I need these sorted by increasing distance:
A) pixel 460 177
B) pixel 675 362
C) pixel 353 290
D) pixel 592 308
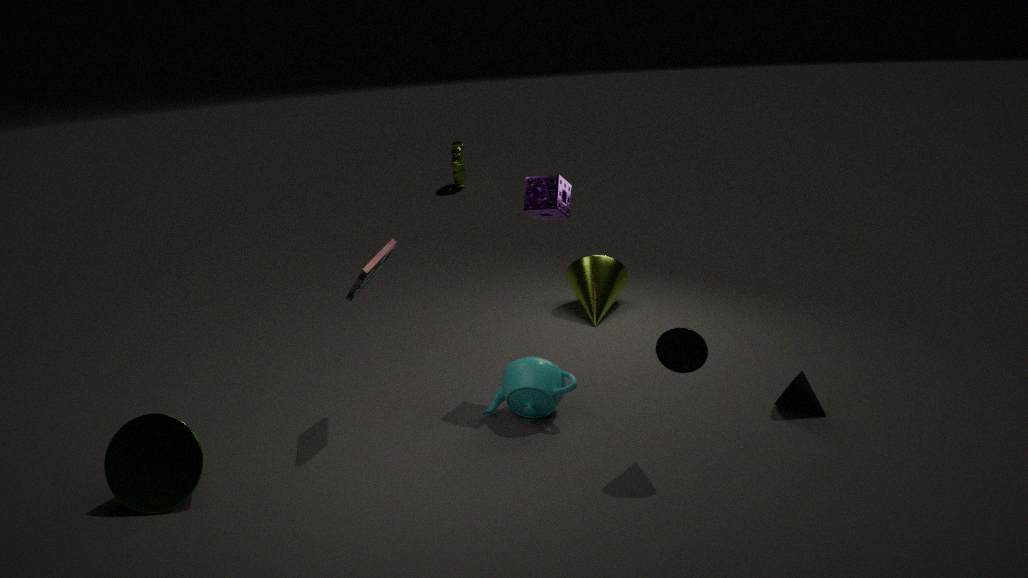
pixel 675 362 → pixel 353 290 → pixel 592 308 → pixel 460 177
